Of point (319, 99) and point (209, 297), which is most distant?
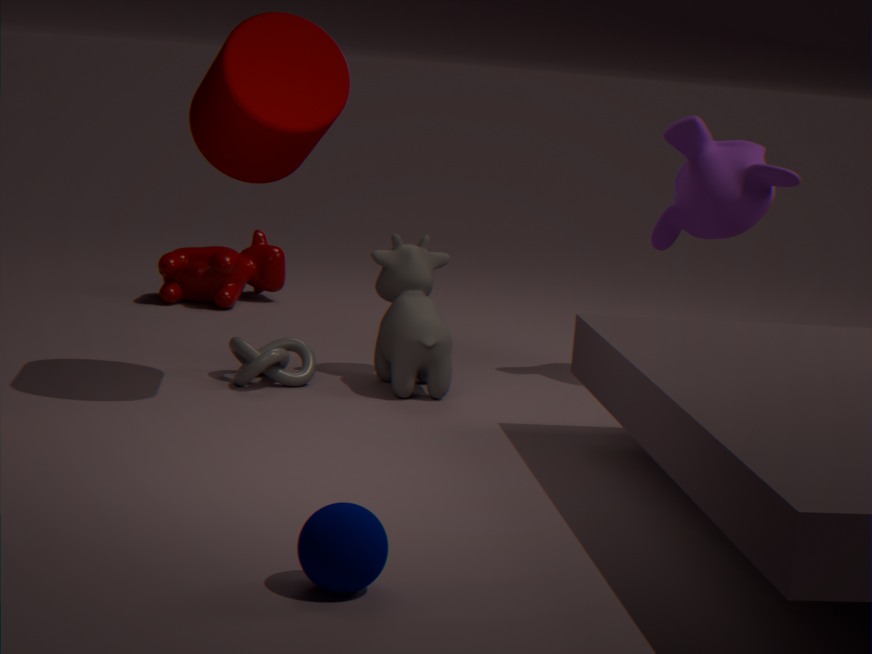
point (209, 297)
